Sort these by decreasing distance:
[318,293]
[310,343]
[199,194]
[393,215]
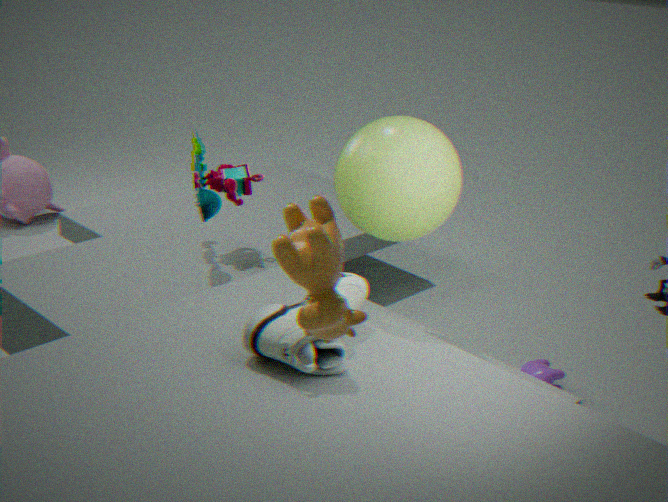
[199,194], [393,215], [310,343], [318,293]
